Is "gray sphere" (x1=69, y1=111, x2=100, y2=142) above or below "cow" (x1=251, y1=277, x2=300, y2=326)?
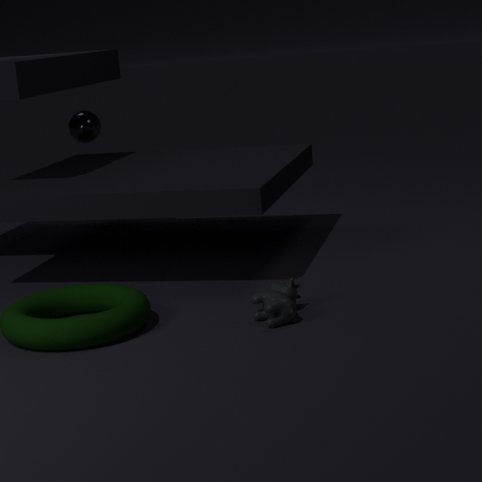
above
